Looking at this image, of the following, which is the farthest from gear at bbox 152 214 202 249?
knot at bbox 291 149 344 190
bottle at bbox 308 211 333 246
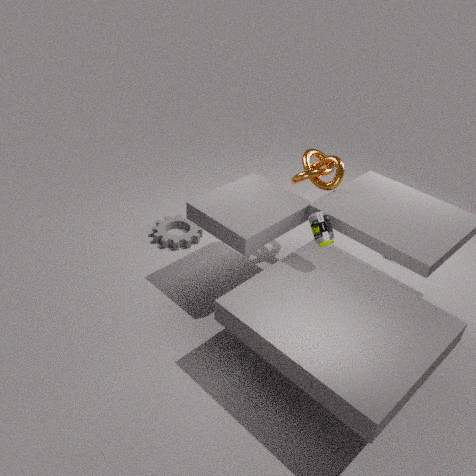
bottle at bbox 308 211 333 246
